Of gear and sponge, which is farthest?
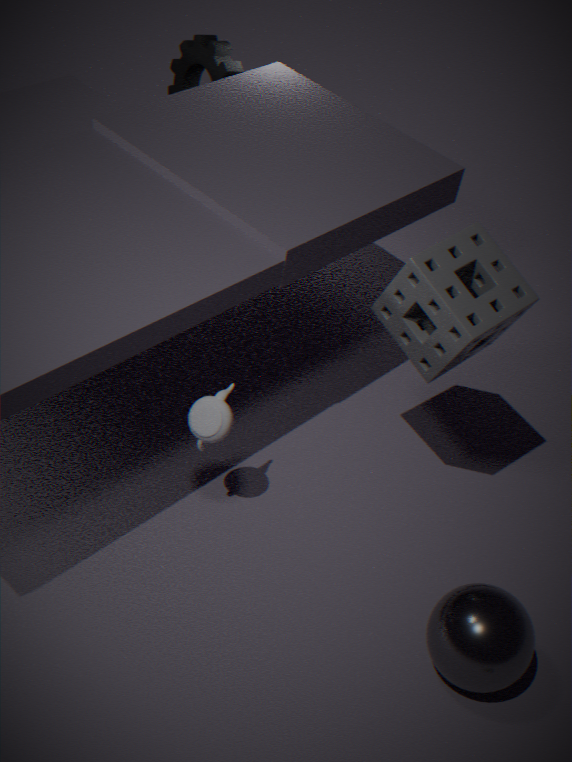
gear
